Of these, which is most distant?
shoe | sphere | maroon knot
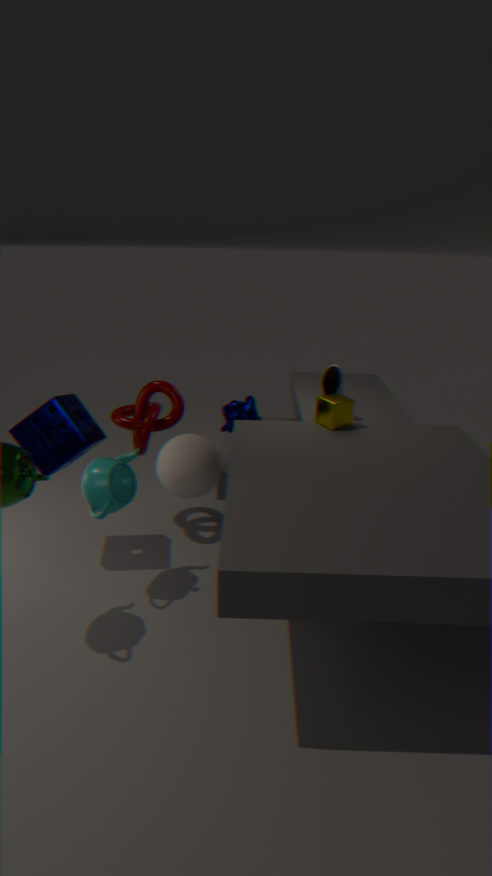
shoe
